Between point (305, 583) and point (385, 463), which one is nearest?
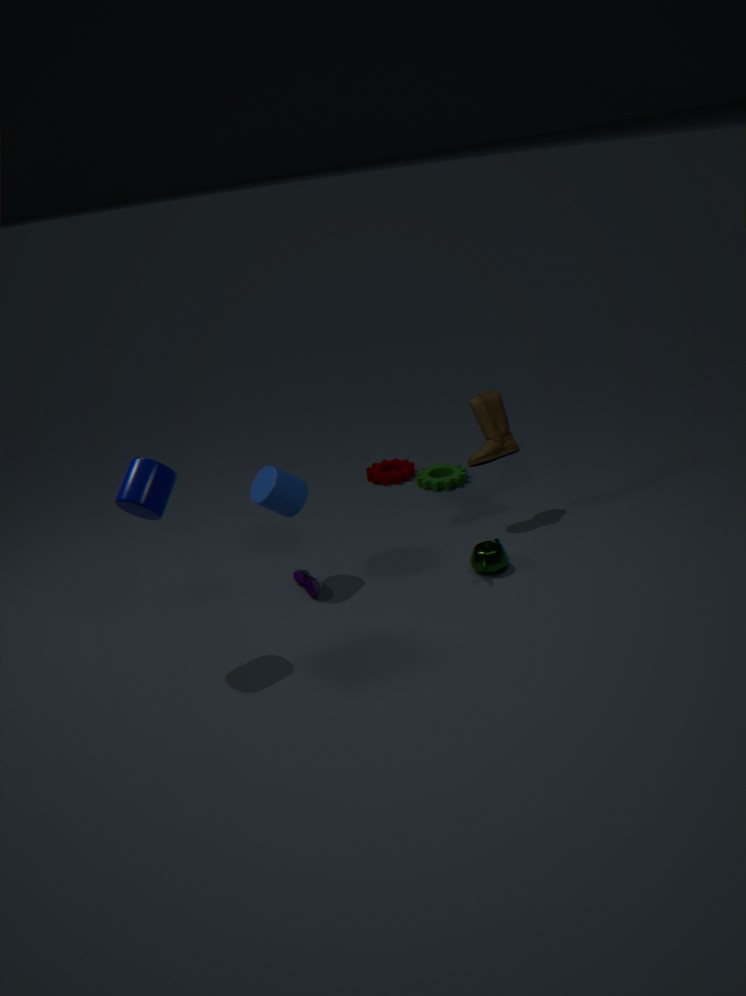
point (305, 583)
